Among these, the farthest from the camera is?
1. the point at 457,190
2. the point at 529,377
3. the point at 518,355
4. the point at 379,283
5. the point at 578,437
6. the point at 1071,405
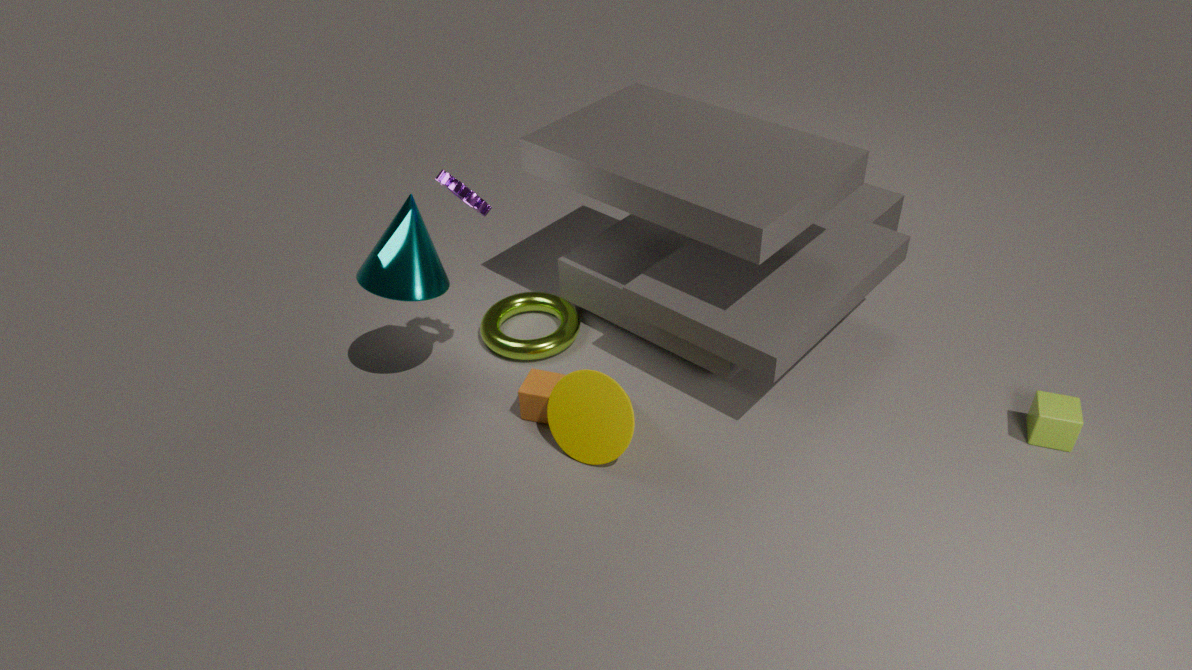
the point at 518,355
